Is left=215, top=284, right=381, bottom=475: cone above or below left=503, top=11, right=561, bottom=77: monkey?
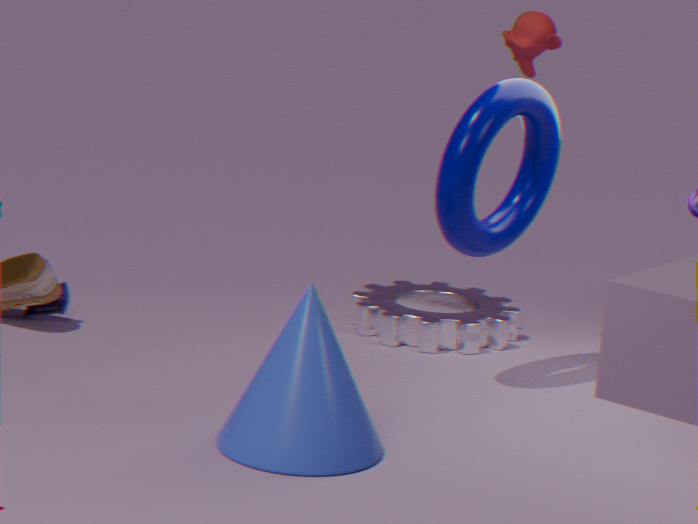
below
